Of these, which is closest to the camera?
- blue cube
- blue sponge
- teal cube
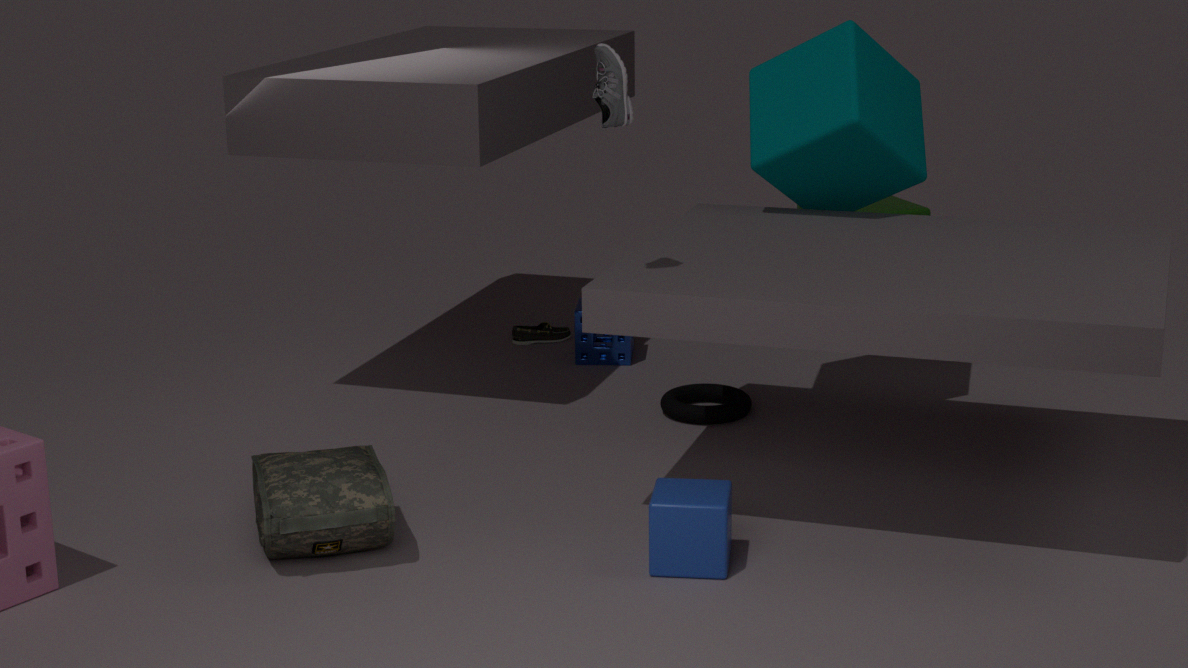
blue cube
